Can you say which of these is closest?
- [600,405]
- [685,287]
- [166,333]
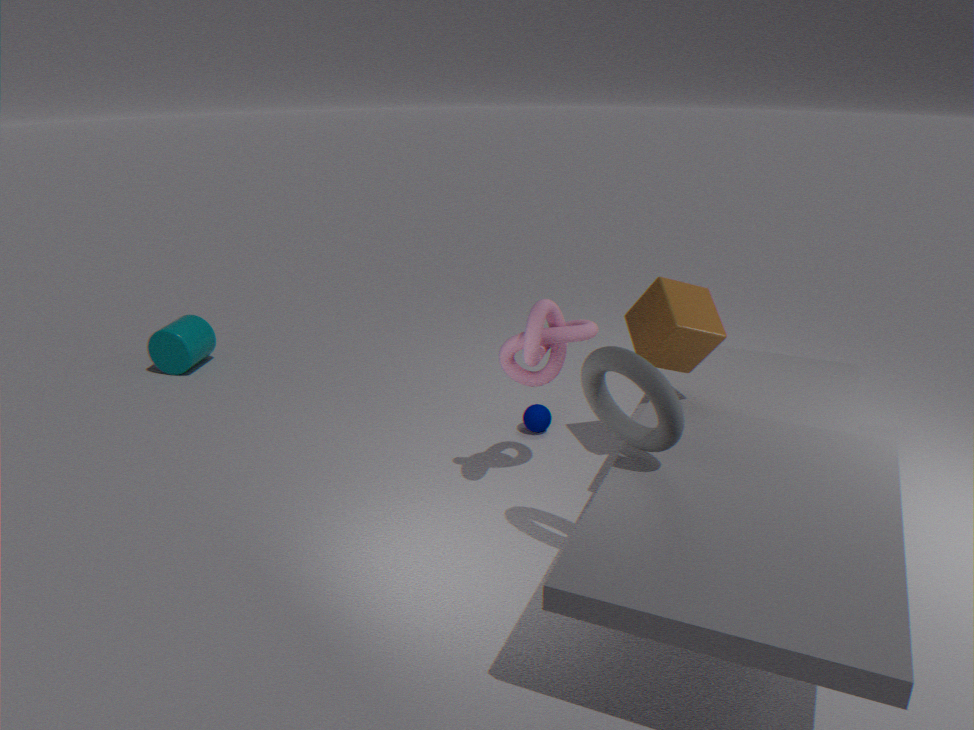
[600,405]
